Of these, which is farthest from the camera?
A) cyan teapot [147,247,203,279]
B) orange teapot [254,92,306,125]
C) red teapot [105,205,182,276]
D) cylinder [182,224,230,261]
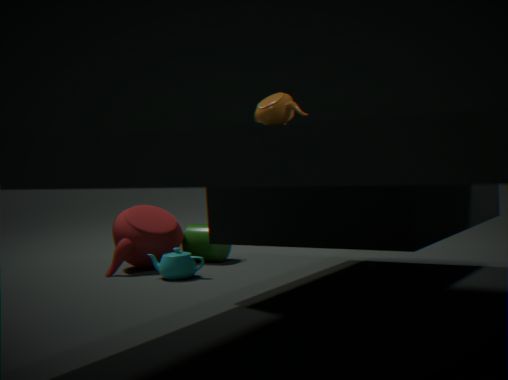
cylinder [182,224,230,261]
